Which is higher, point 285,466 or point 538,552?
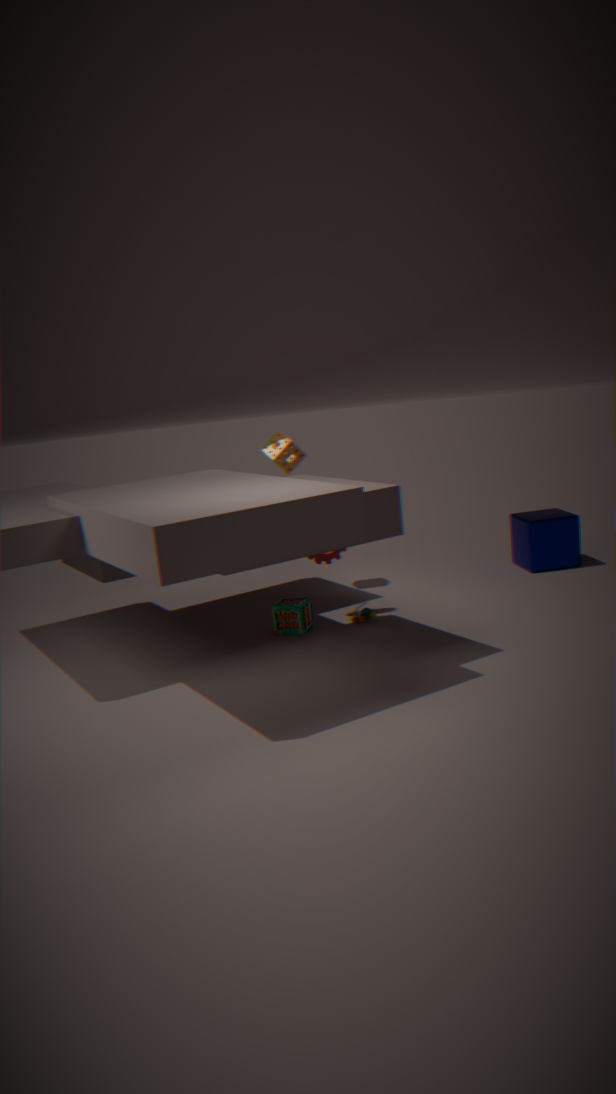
point 285,466
